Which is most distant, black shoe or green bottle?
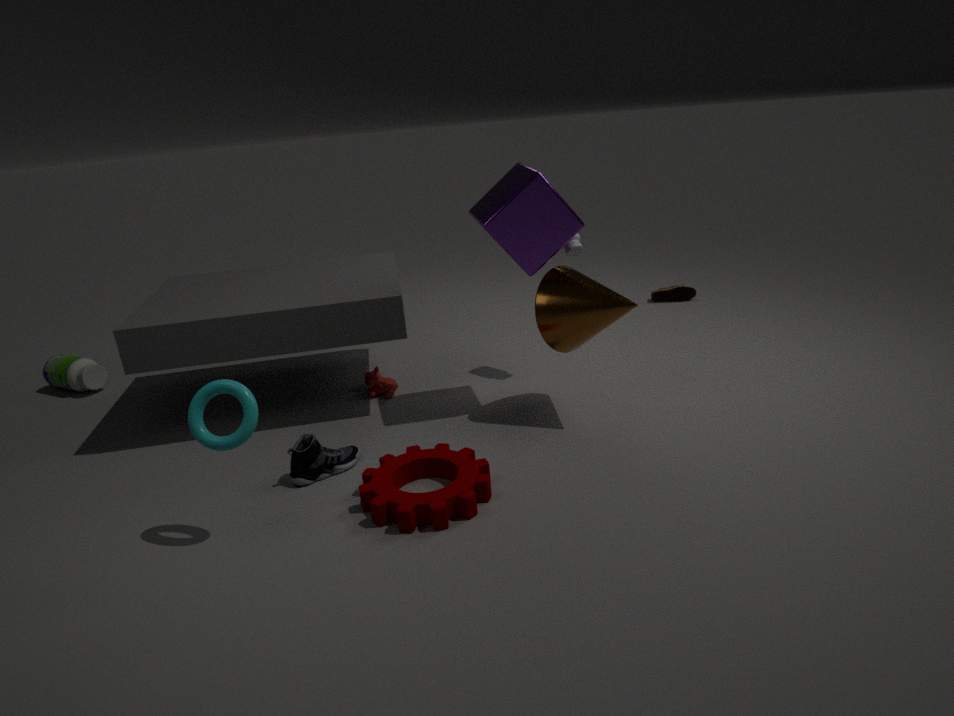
green bottle
